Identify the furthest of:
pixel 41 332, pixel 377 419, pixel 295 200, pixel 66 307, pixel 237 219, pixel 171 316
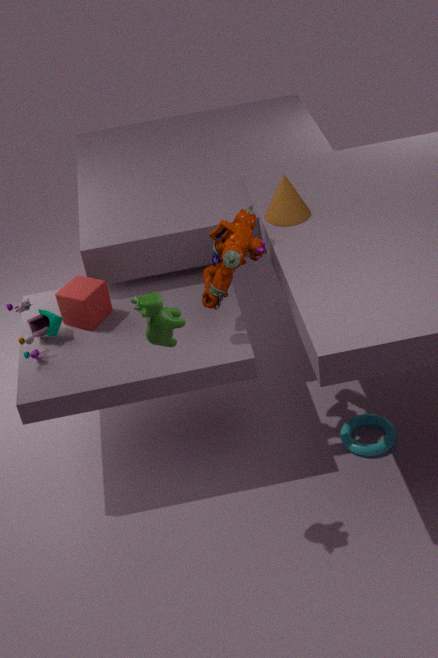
pixel 377 419
